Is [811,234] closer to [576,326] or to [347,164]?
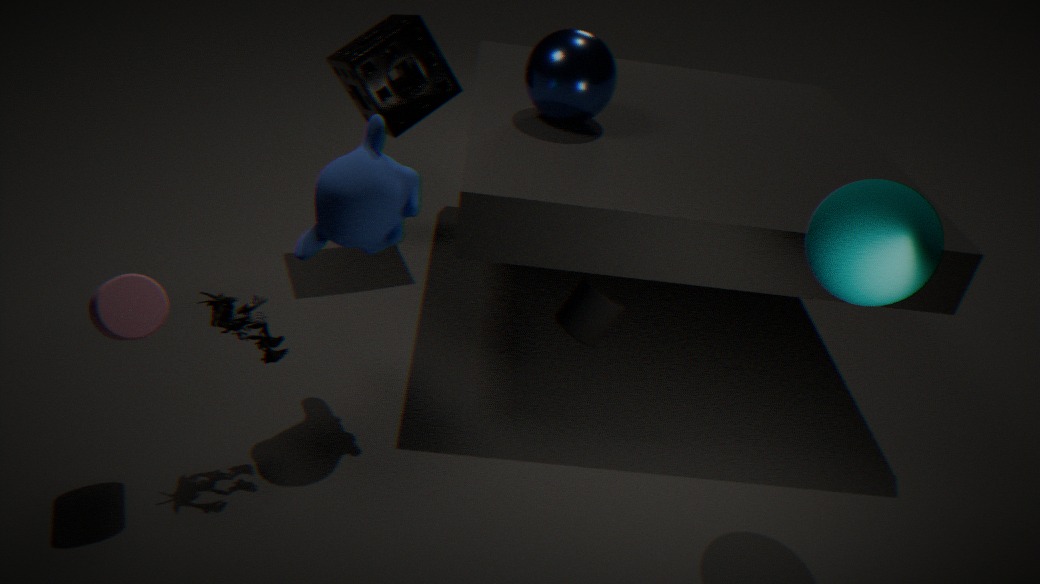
[576,326]
